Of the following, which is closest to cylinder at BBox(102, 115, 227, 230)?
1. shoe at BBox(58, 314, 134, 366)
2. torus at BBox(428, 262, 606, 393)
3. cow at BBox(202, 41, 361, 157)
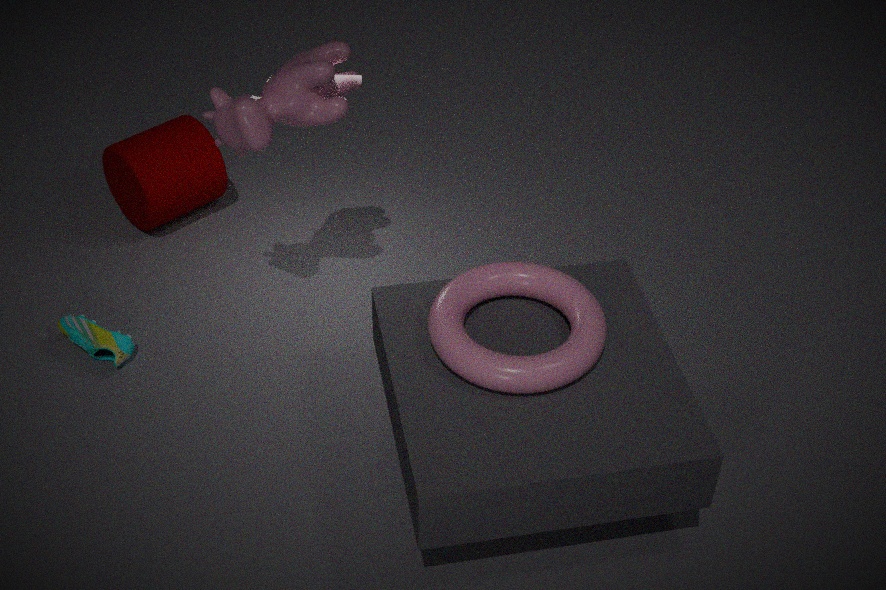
shoe at BBox(58, 314, 134, 366)
